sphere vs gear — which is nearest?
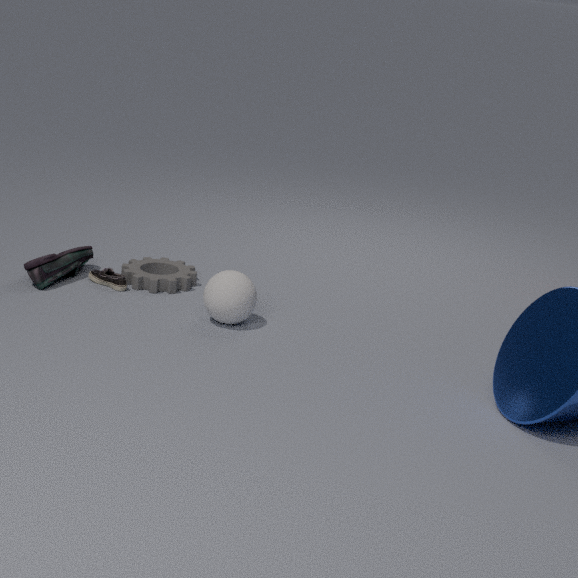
sphere
